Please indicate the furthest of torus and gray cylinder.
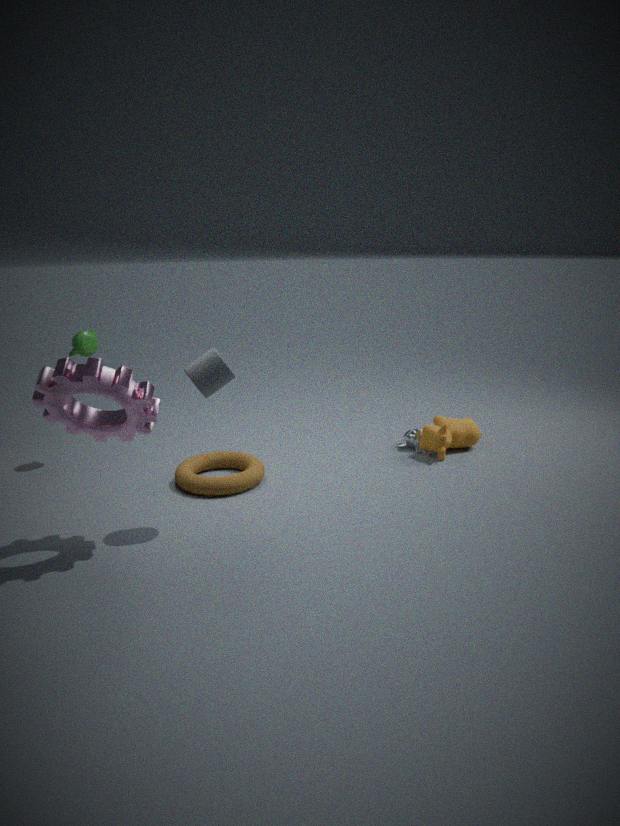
torus
